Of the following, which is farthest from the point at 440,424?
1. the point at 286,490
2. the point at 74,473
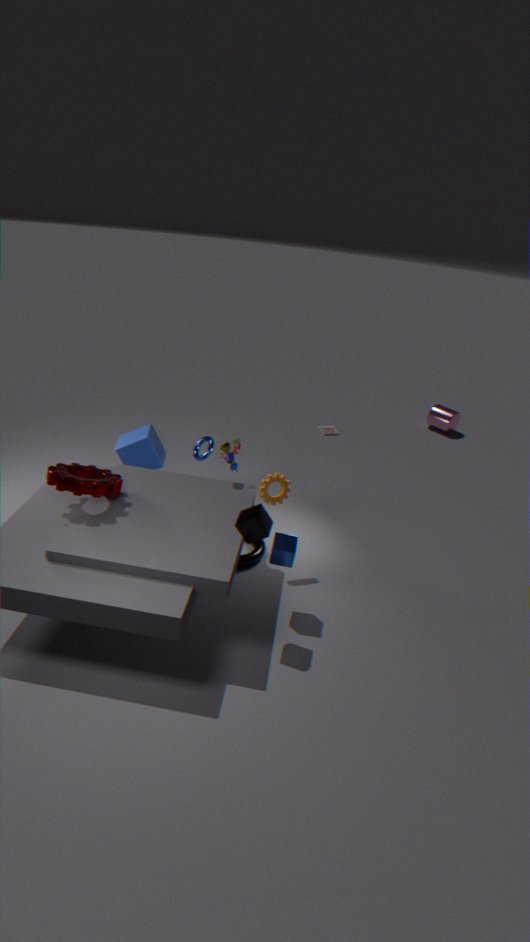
the point at 74,473
